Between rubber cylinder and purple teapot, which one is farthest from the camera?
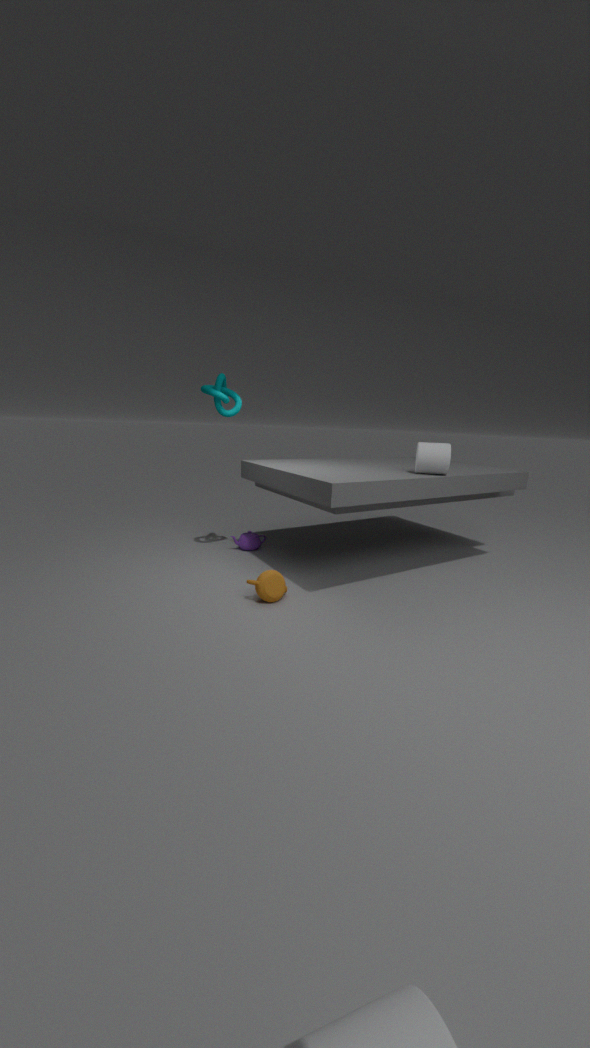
purple teapot
